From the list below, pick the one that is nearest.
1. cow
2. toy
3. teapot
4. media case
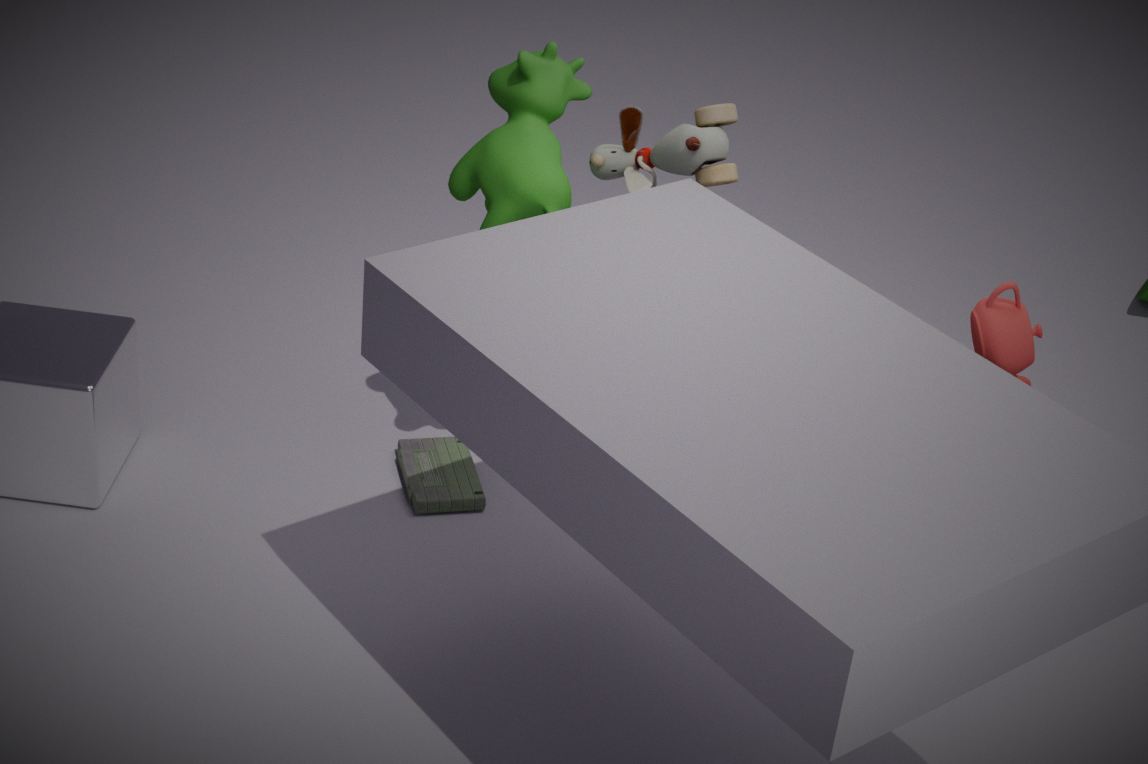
teapot
